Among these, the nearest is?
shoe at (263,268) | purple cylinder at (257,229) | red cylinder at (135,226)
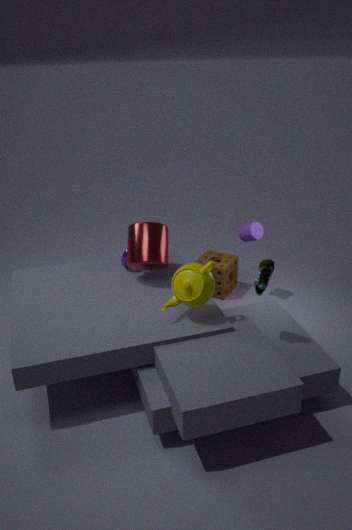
shoe at (263,268)
